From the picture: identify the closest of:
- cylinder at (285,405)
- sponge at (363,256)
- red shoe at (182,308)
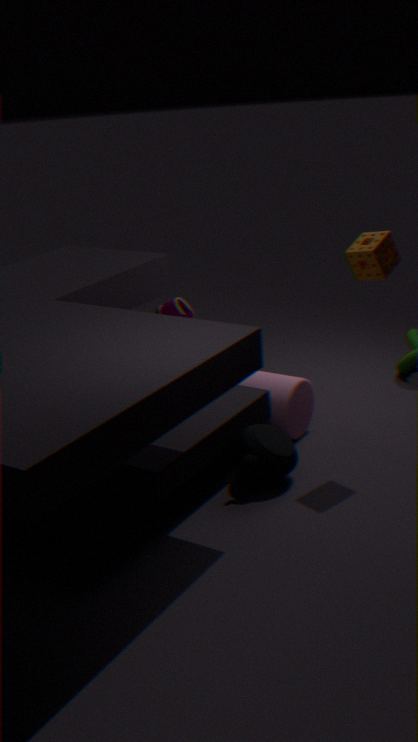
sponge at (363,256)
